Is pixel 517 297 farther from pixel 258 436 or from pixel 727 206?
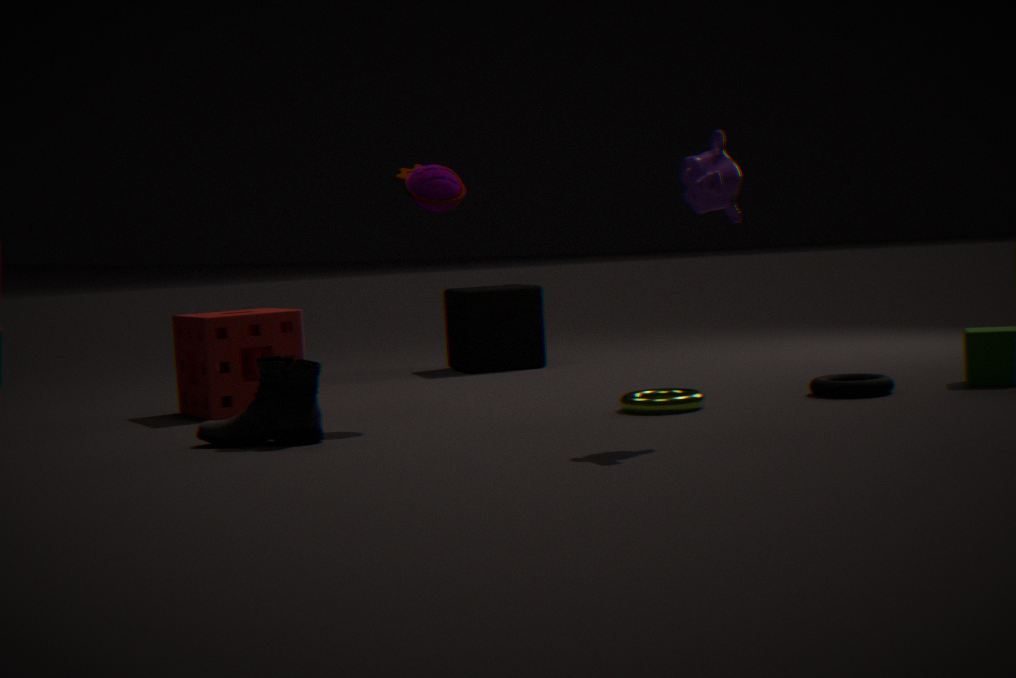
pixel 727 206
